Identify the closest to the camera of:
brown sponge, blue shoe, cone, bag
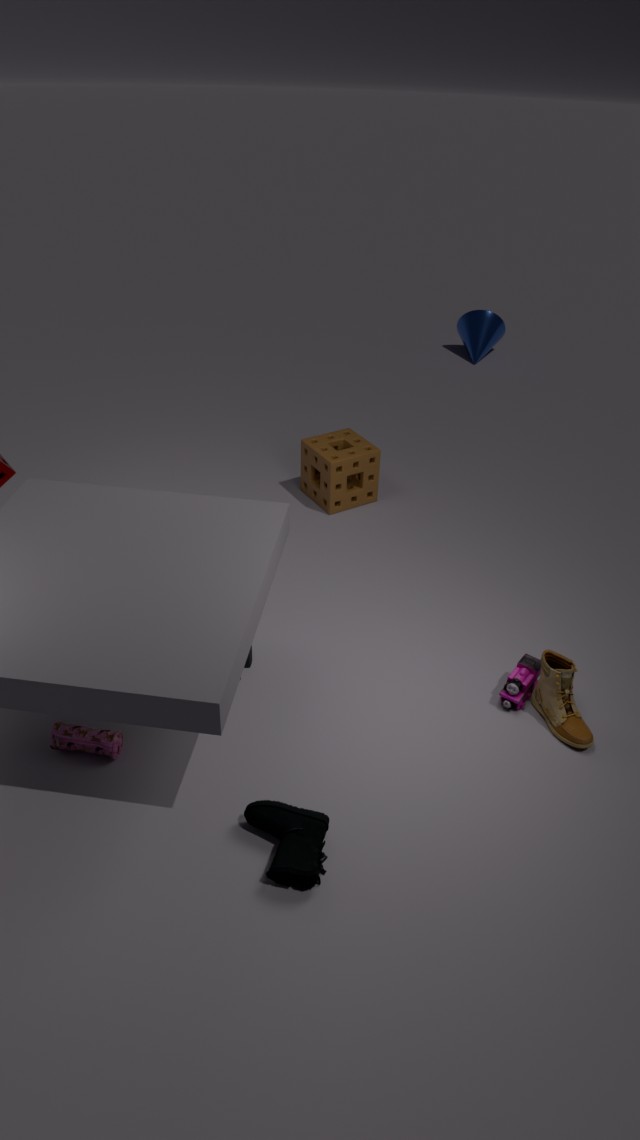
blue shoe
